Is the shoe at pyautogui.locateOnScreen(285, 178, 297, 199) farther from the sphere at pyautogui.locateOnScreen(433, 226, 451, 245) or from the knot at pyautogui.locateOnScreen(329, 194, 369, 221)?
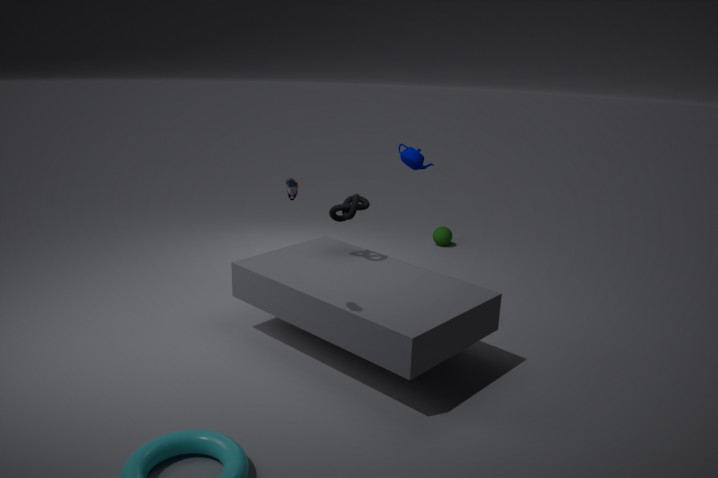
the sphere at pyautogui.locateOnScreen(433, 226, 451, 245)
